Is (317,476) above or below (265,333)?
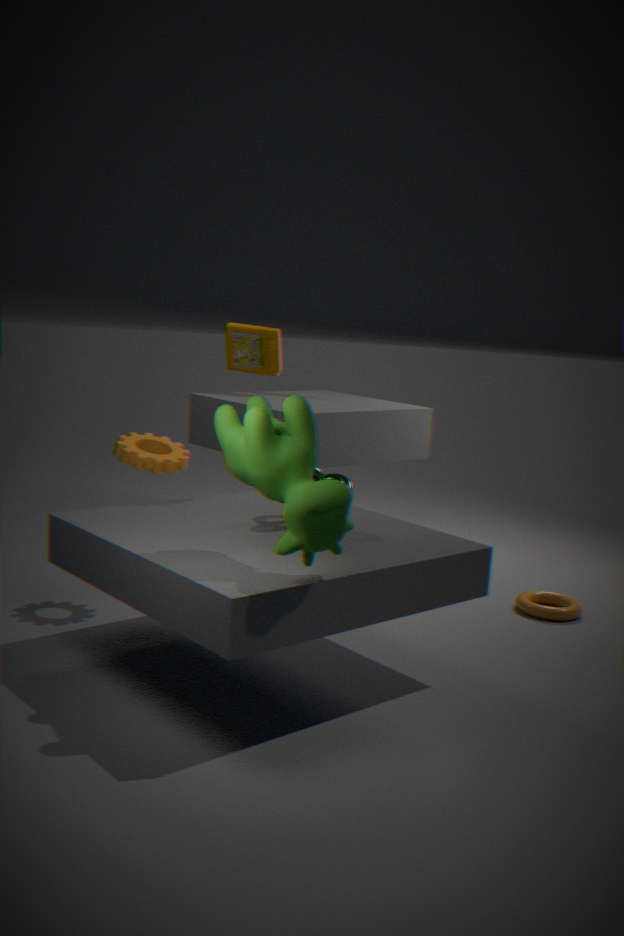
below
